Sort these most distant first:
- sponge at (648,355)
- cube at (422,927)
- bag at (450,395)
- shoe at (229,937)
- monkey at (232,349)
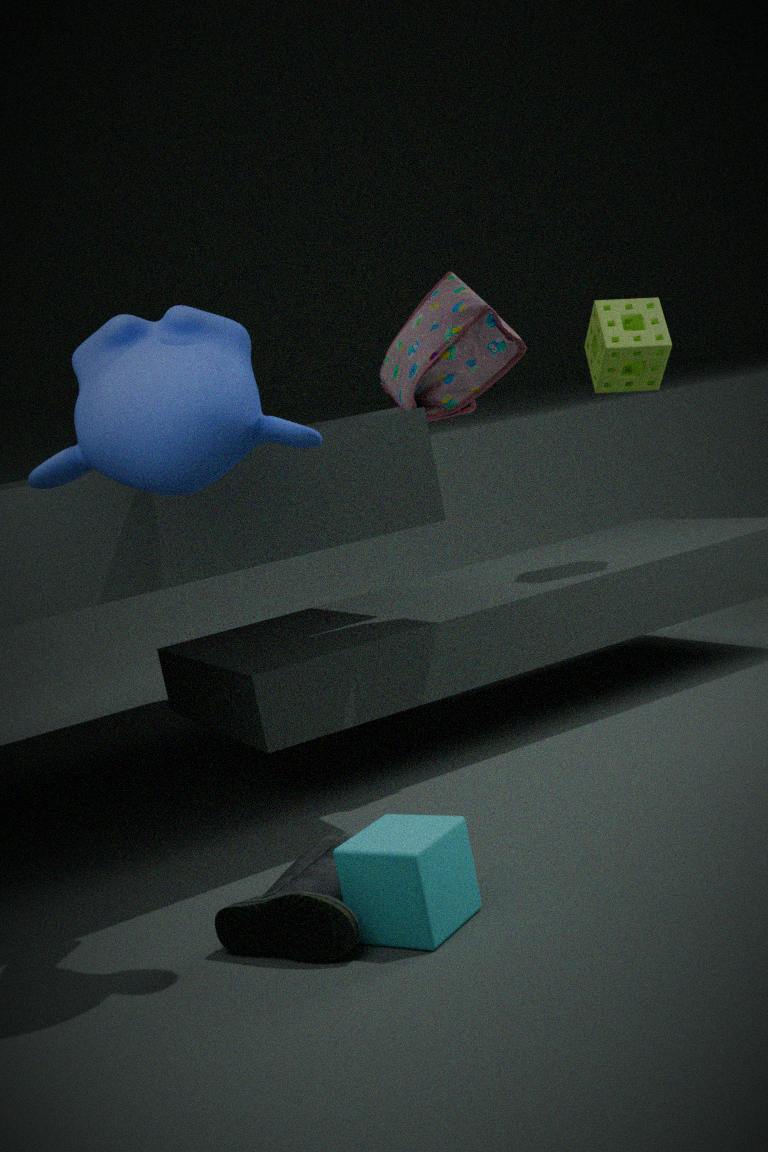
sponge at (648,355) < bag at (450,395) < shoe at (229,937) < cube at (422,927) < monkey at (232,349)
